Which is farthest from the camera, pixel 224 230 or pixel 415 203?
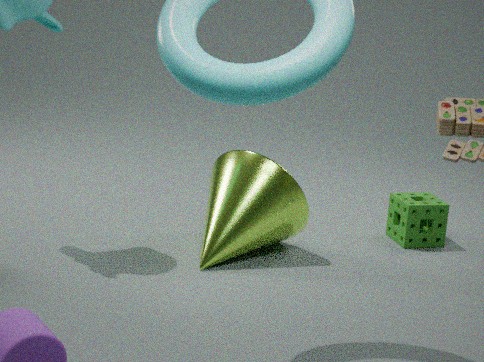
pixel 415 203
